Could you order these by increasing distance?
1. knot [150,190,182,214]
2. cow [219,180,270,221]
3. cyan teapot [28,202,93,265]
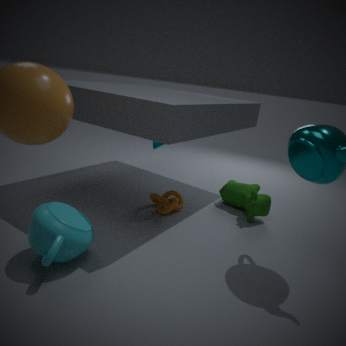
1. cyan teapot [28,202,93,265]
2. knot [150,190,182,214]
3. cow [219,180,270,221]
